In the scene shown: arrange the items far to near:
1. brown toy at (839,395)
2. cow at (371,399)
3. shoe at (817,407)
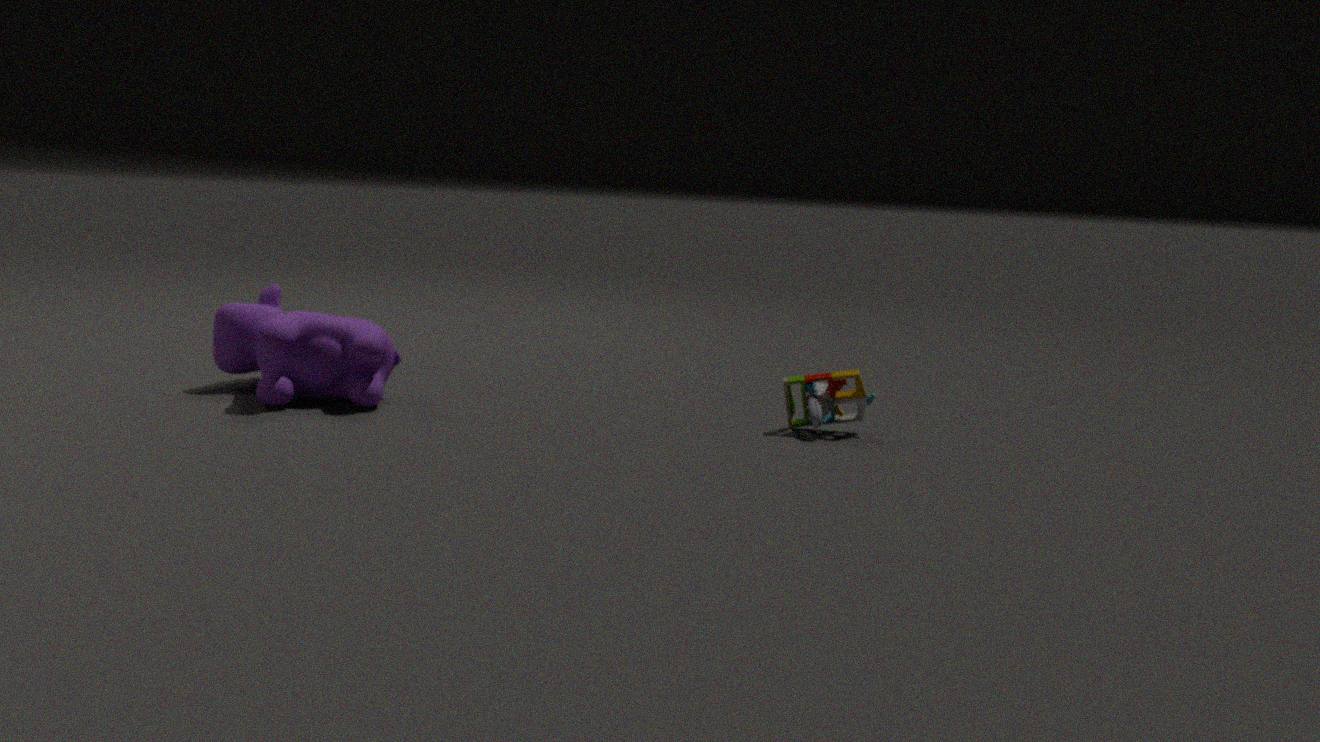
1. cow at (371,399)
2. brown toy at (839,395)
3. shoe at (817,407)
